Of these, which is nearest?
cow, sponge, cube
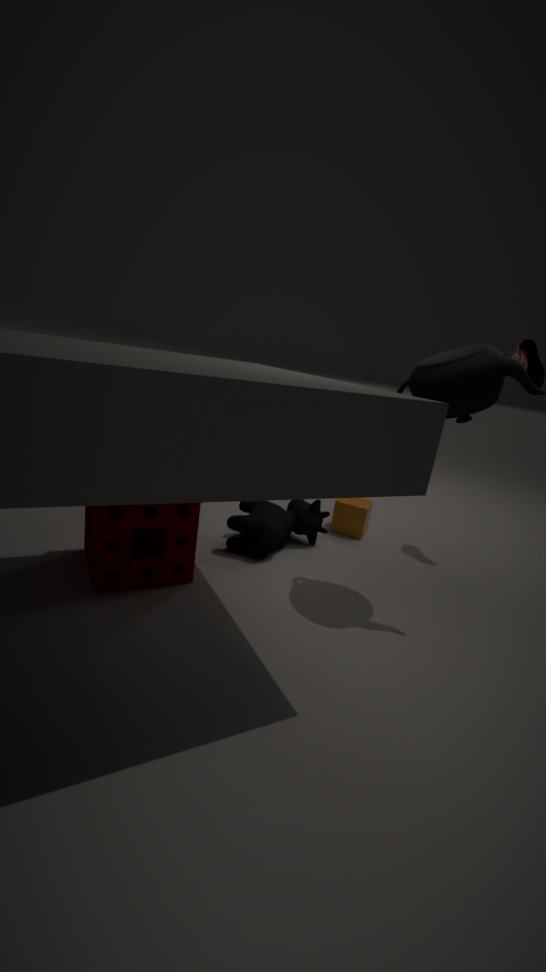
sponge
